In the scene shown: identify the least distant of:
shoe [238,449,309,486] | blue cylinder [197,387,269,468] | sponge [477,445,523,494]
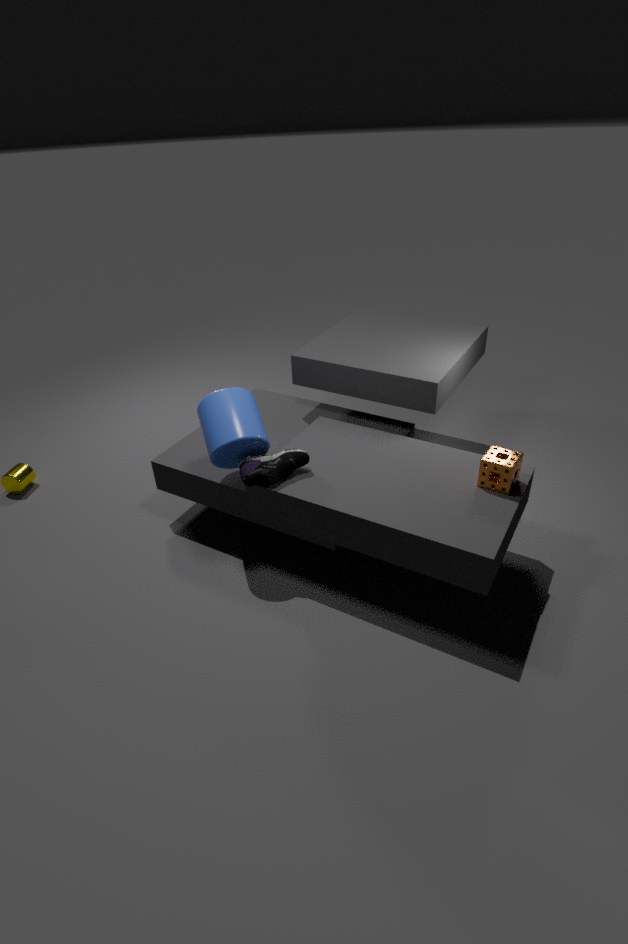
sponge [477,445,523,494]
